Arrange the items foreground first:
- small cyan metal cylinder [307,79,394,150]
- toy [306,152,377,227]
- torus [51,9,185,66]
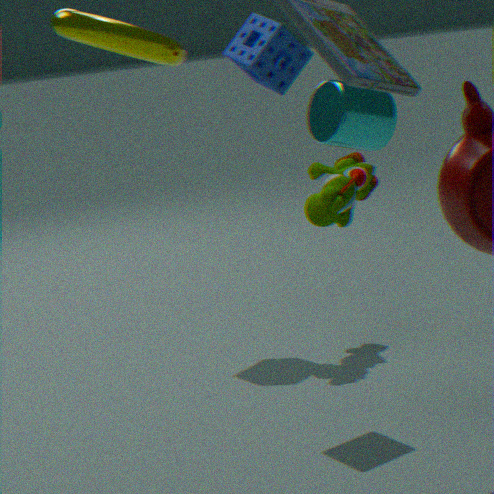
torus [51,9,185,66], small cyan metal cylinder [307,79,394,150], toy [306,152,377,227]
